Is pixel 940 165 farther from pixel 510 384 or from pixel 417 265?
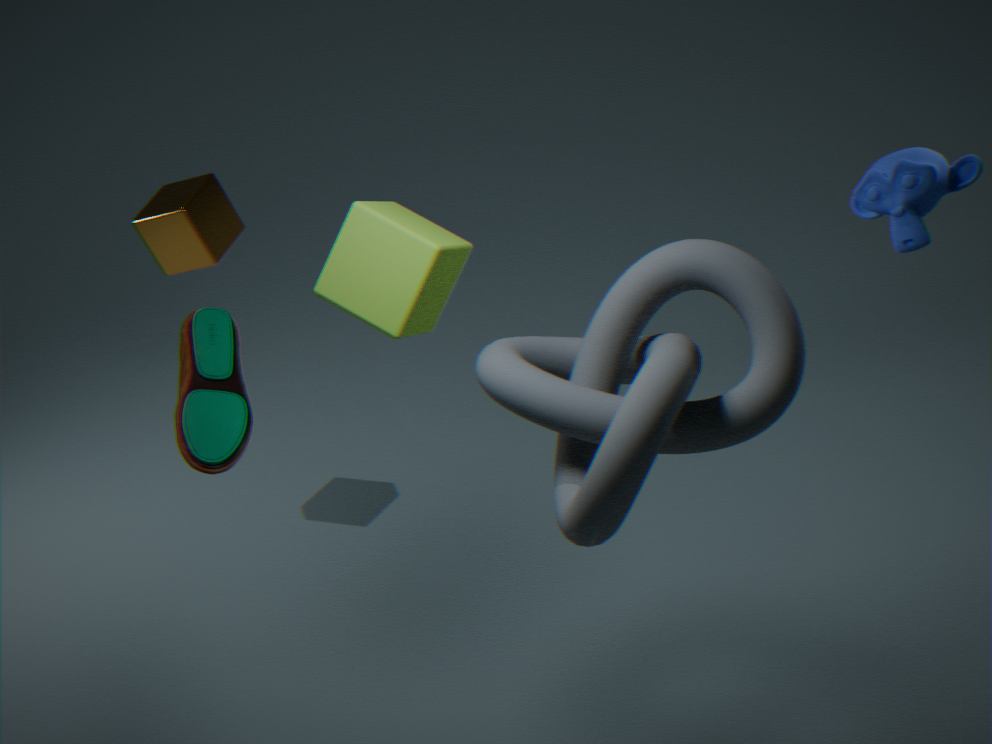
pixel 417 265
